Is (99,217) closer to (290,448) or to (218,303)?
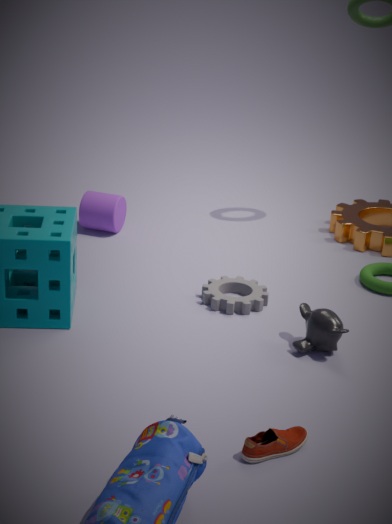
(218,303)
